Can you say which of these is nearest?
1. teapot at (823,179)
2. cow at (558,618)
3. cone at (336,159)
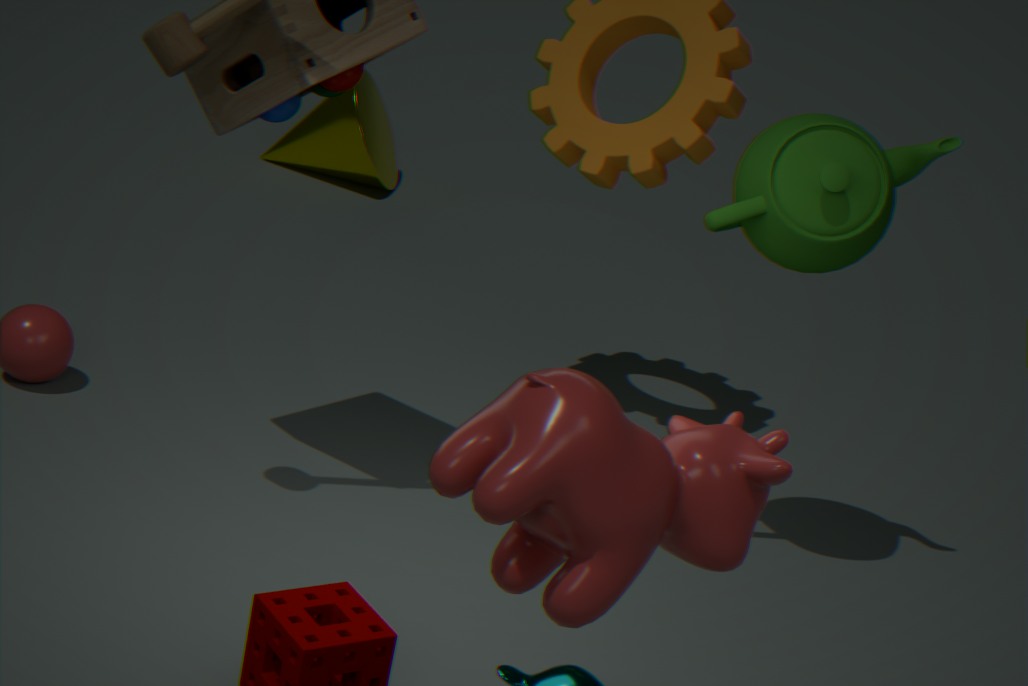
cow at (558,618)
